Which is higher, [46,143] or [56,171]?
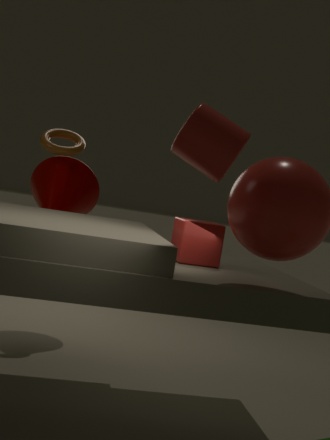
[46,143]
